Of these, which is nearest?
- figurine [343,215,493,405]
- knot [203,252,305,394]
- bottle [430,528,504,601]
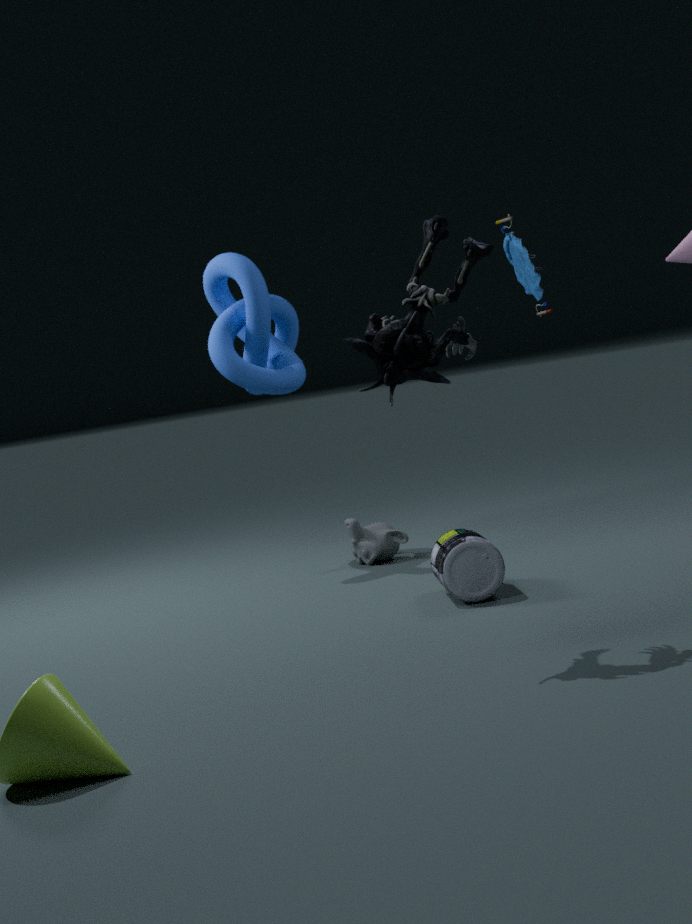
figurine [343,215,493,405]
